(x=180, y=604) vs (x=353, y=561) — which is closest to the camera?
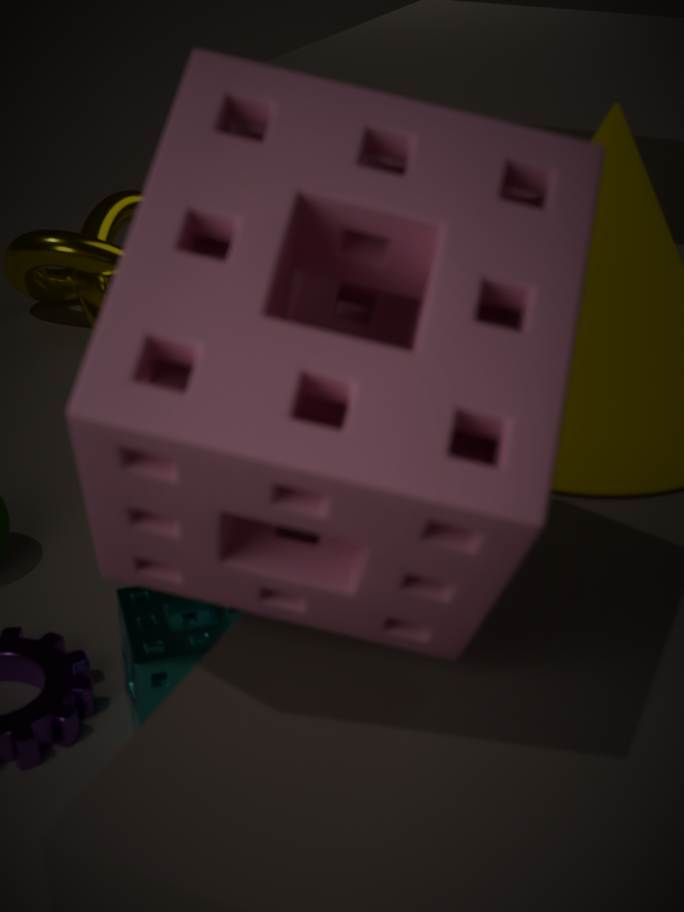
(x=353, y=561)
